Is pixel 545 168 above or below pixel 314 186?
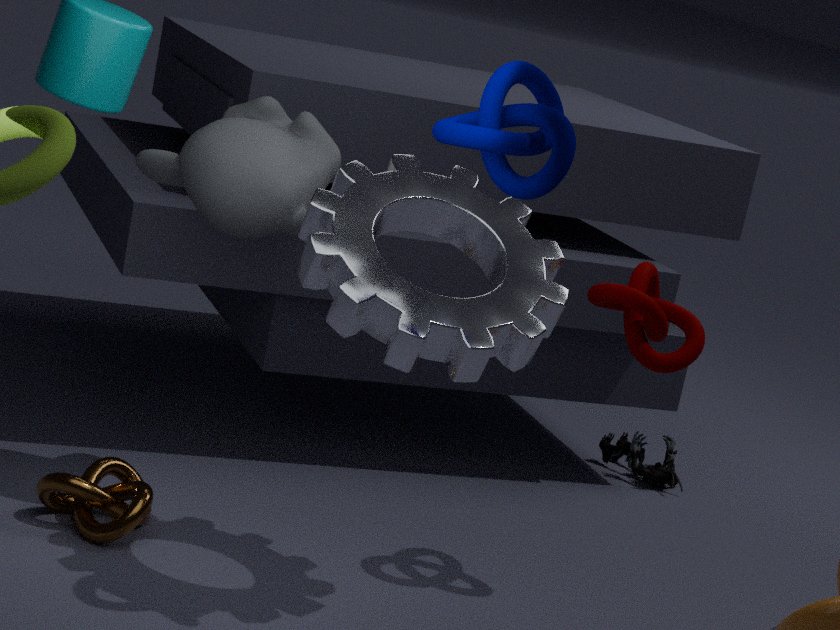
above
